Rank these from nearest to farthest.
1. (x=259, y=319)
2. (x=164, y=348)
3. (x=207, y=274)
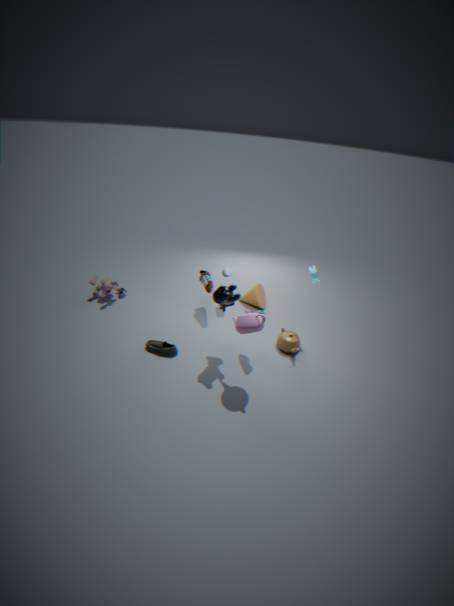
(x=259, y=319) → (x=164, y=348) → (x=207, y=274)
